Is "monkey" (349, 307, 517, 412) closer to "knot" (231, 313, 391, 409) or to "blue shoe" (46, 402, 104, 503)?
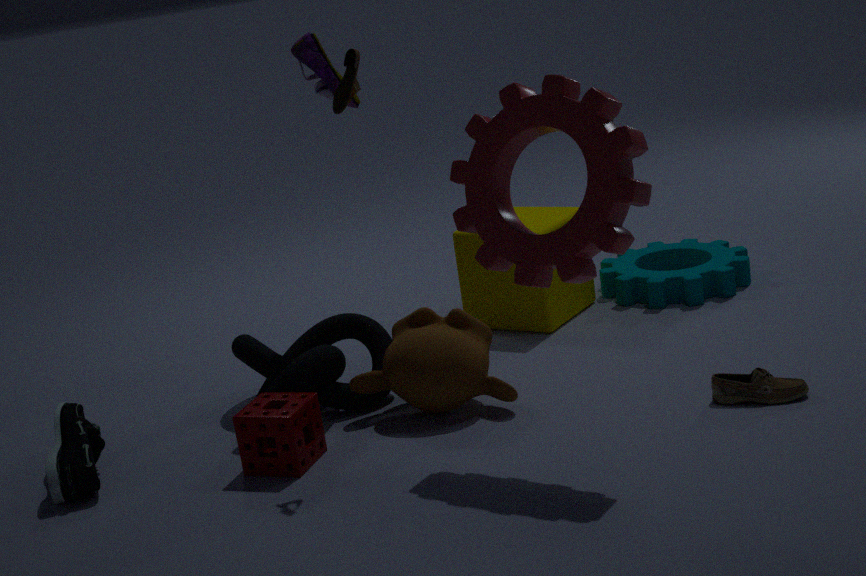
"knot" (231, 313, 391, 409)
